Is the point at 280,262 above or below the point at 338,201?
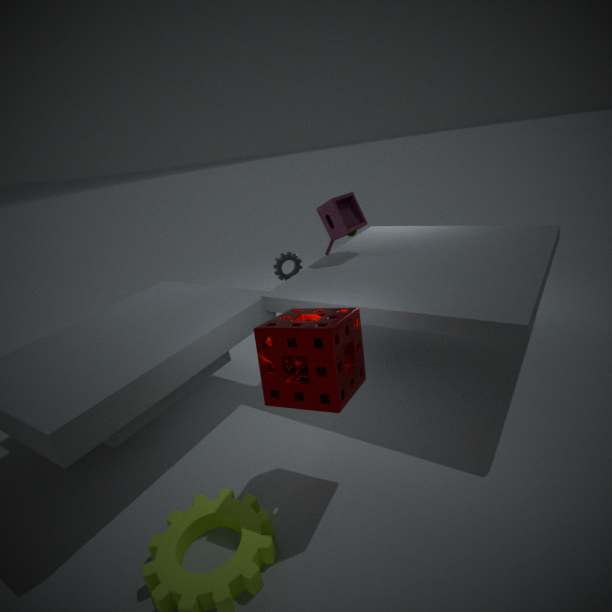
below
